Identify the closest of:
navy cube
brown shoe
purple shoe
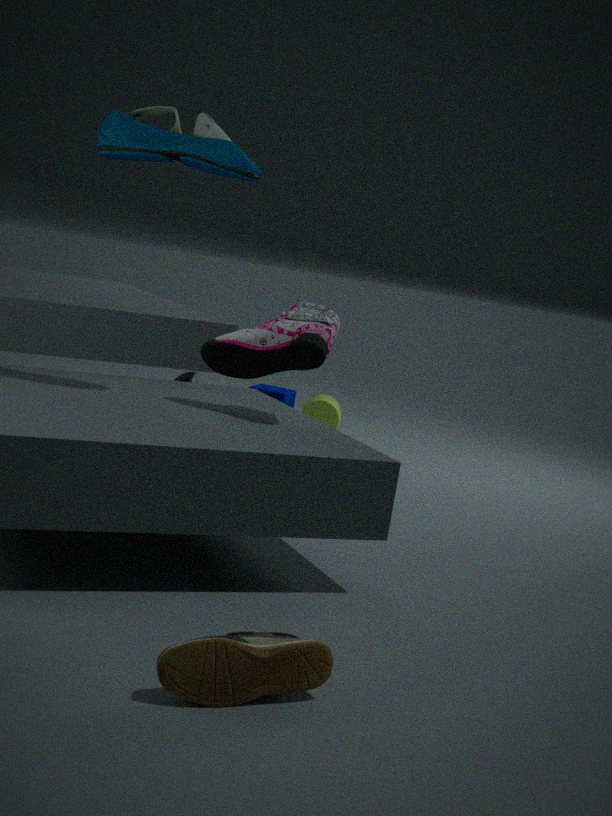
brown shoe
